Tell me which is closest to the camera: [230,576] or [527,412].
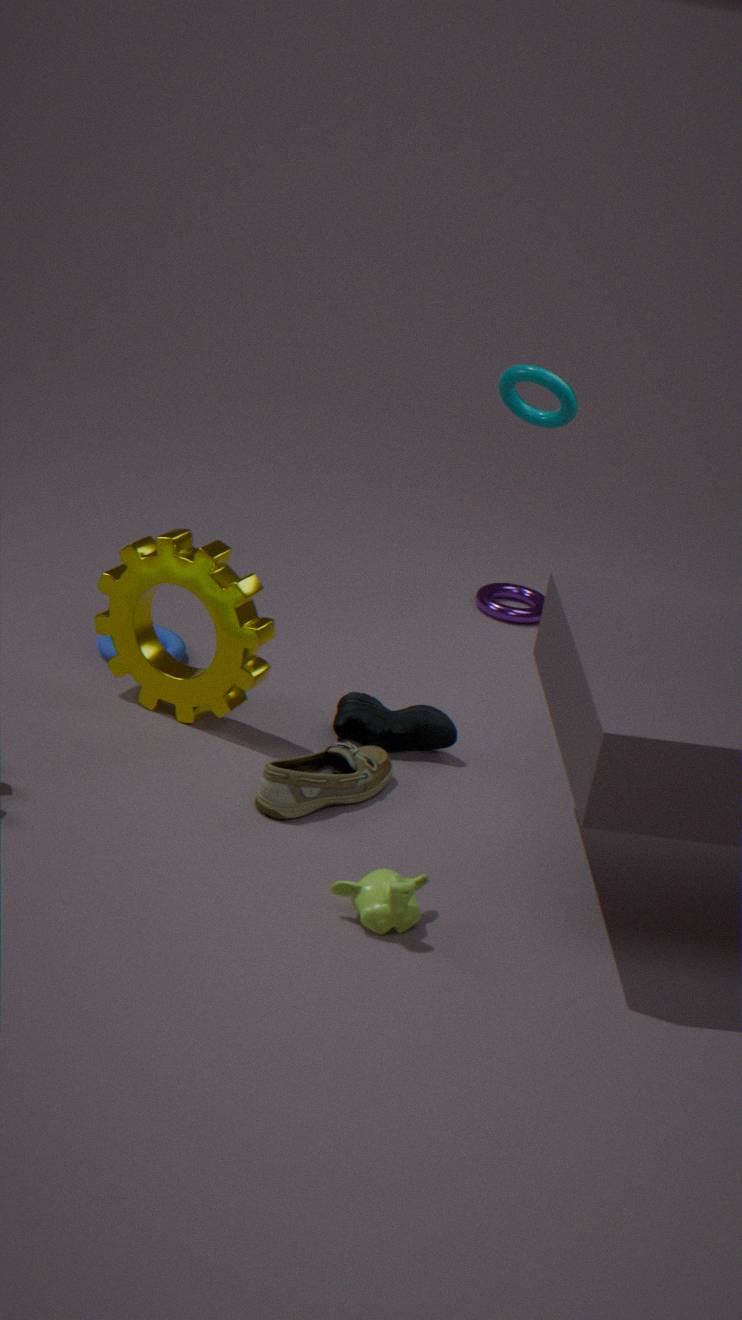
[230,576]
